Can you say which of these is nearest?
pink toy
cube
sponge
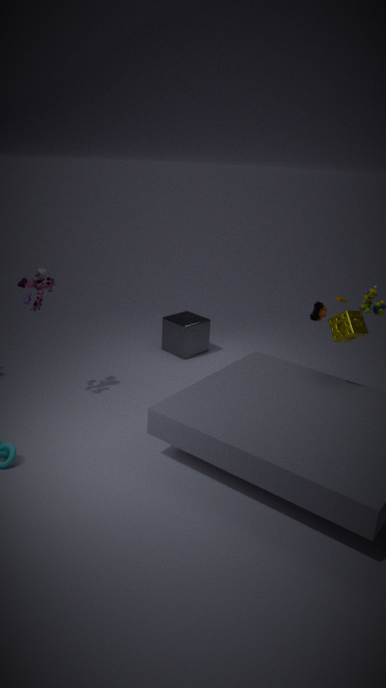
sponge
